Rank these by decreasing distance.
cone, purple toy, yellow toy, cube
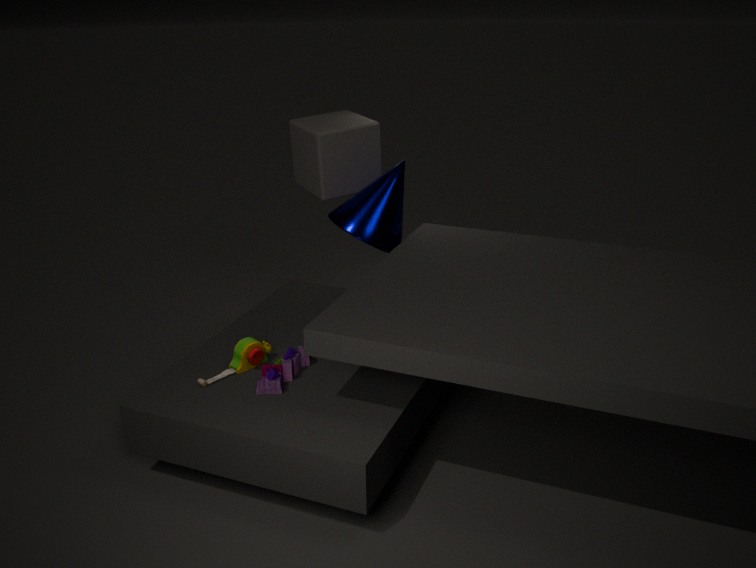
cube → cone → yellow toy → purple toy
